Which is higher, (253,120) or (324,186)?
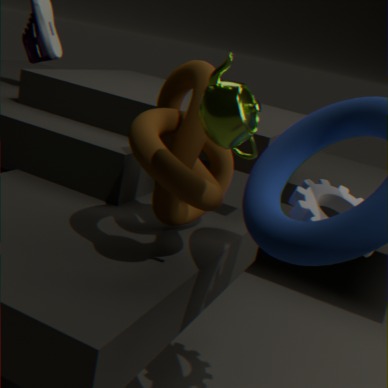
(253,120)
